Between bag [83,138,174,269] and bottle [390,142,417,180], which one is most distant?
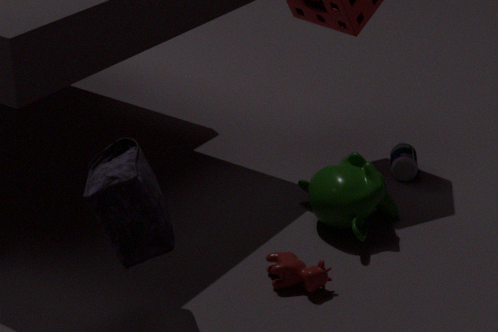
bottle [390,142,417,180]
